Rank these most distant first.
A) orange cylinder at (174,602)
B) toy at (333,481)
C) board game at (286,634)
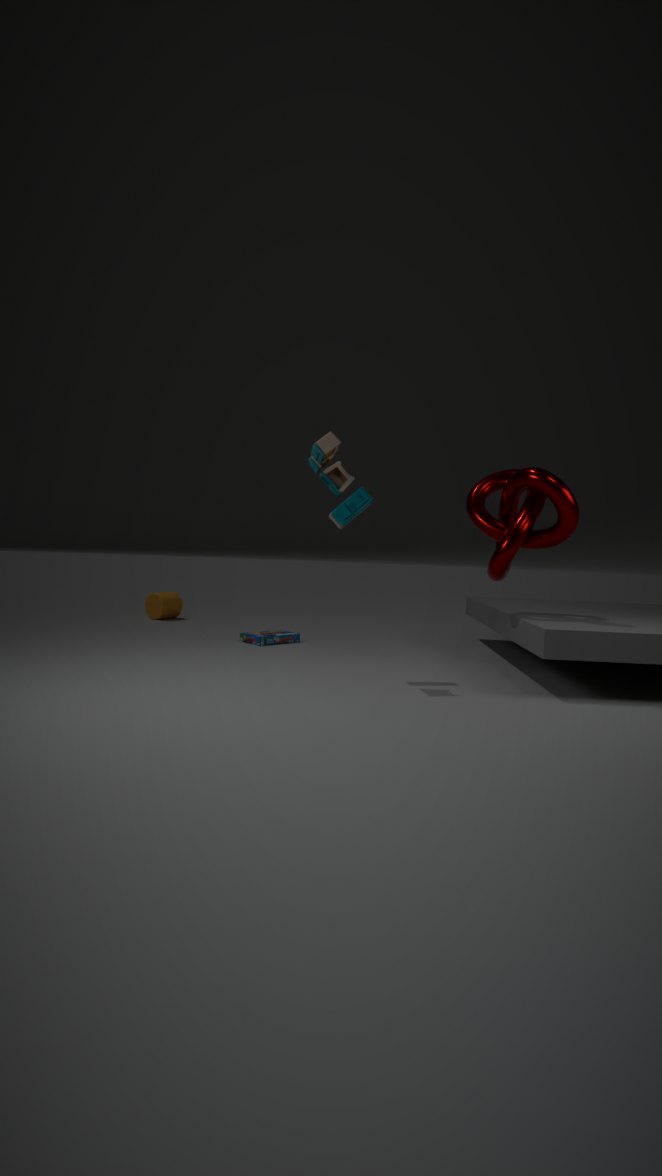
orange cylinder at (174,602) → board game at (286,634) → toy at (333,481)
